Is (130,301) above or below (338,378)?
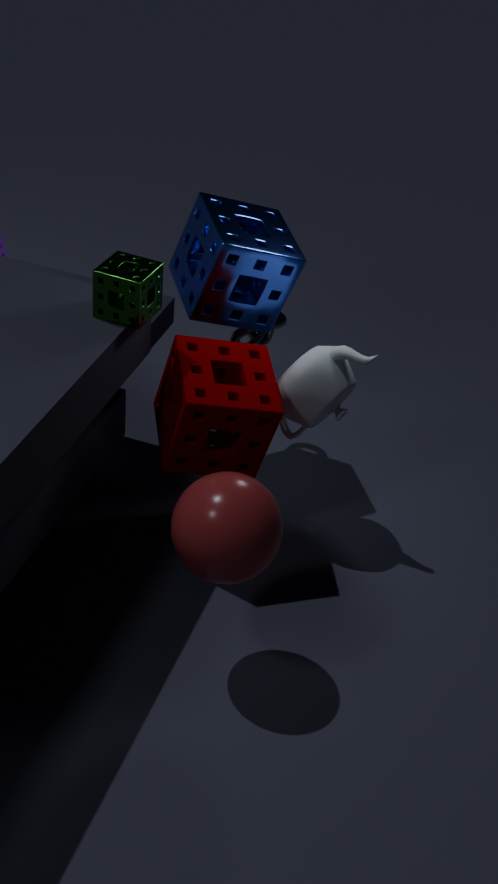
above
